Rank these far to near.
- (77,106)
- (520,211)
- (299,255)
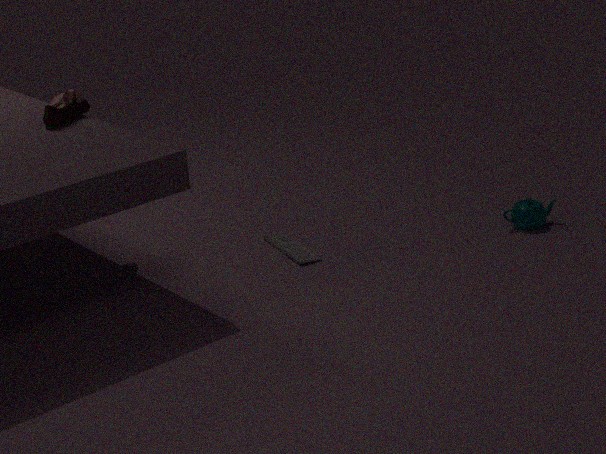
1. (520,211)
2. (77,106)
3. (299,255)
